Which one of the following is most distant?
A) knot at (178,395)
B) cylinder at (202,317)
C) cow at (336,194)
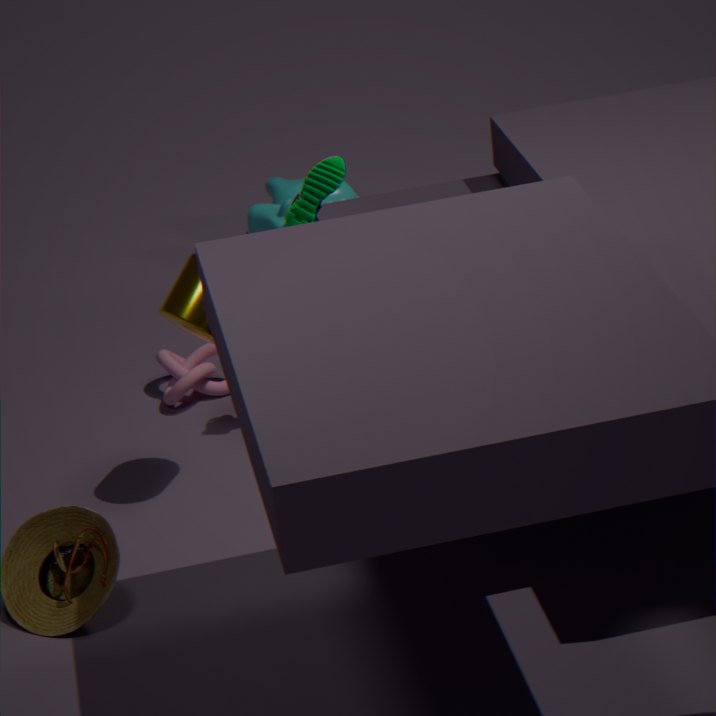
cow at (336,194)
